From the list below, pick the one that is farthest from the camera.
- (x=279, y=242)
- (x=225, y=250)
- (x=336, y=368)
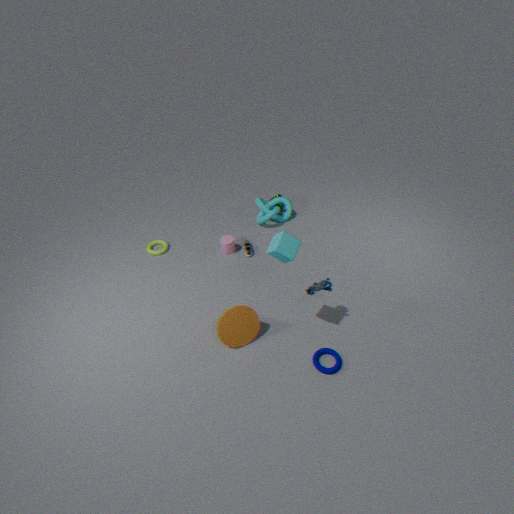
(x=225, y=250)
